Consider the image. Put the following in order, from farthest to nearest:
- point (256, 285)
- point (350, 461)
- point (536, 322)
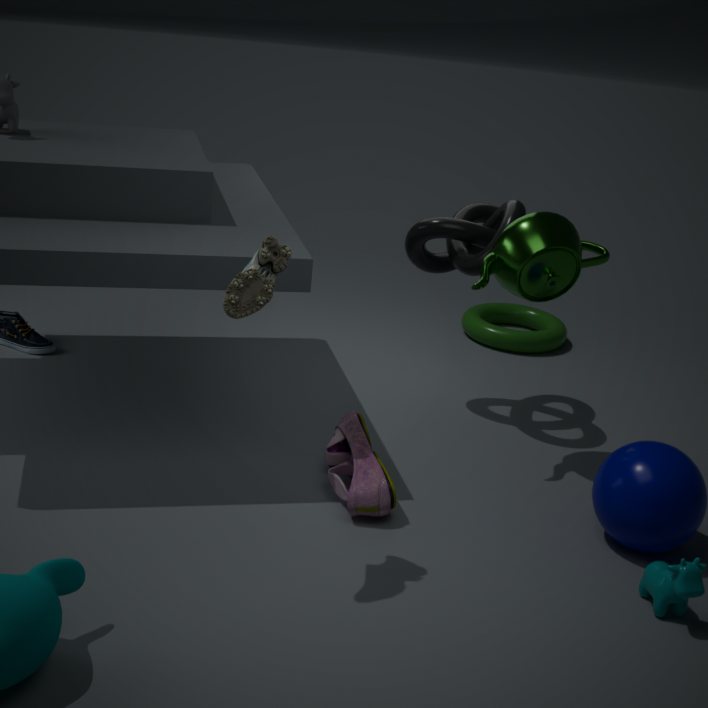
point (536, 322), point (350, 461), point (256, 285)
